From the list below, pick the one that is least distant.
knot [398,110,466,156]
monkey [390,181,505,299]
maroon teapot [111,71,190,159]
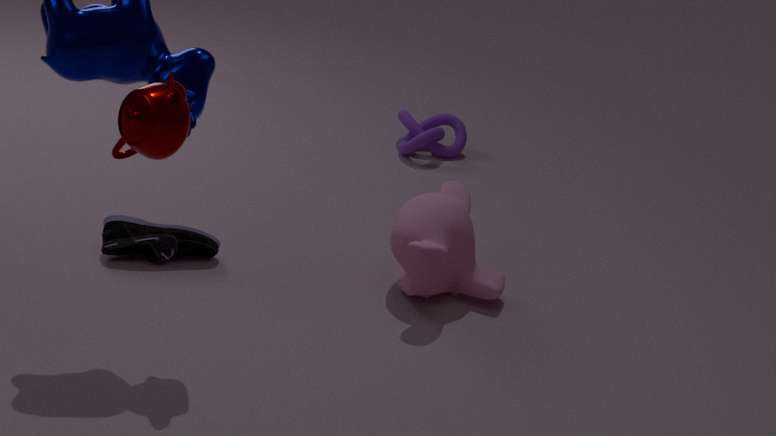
maroon teapot [111,71,190,159]
